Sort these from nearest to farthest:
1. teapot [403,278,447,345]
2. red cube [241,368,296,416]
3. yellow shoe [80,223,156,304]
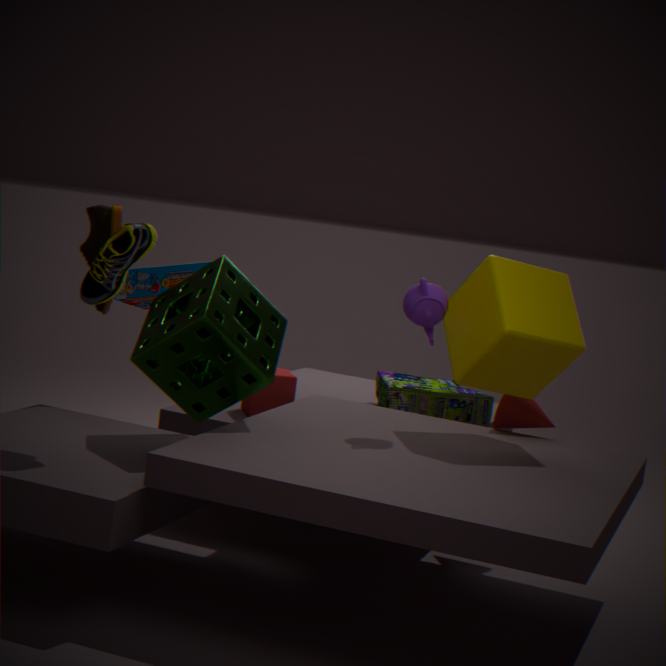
yellow shoe [80,223,156,304] < teapot [403,278,447,345] < red cube [241,368,296,416]
